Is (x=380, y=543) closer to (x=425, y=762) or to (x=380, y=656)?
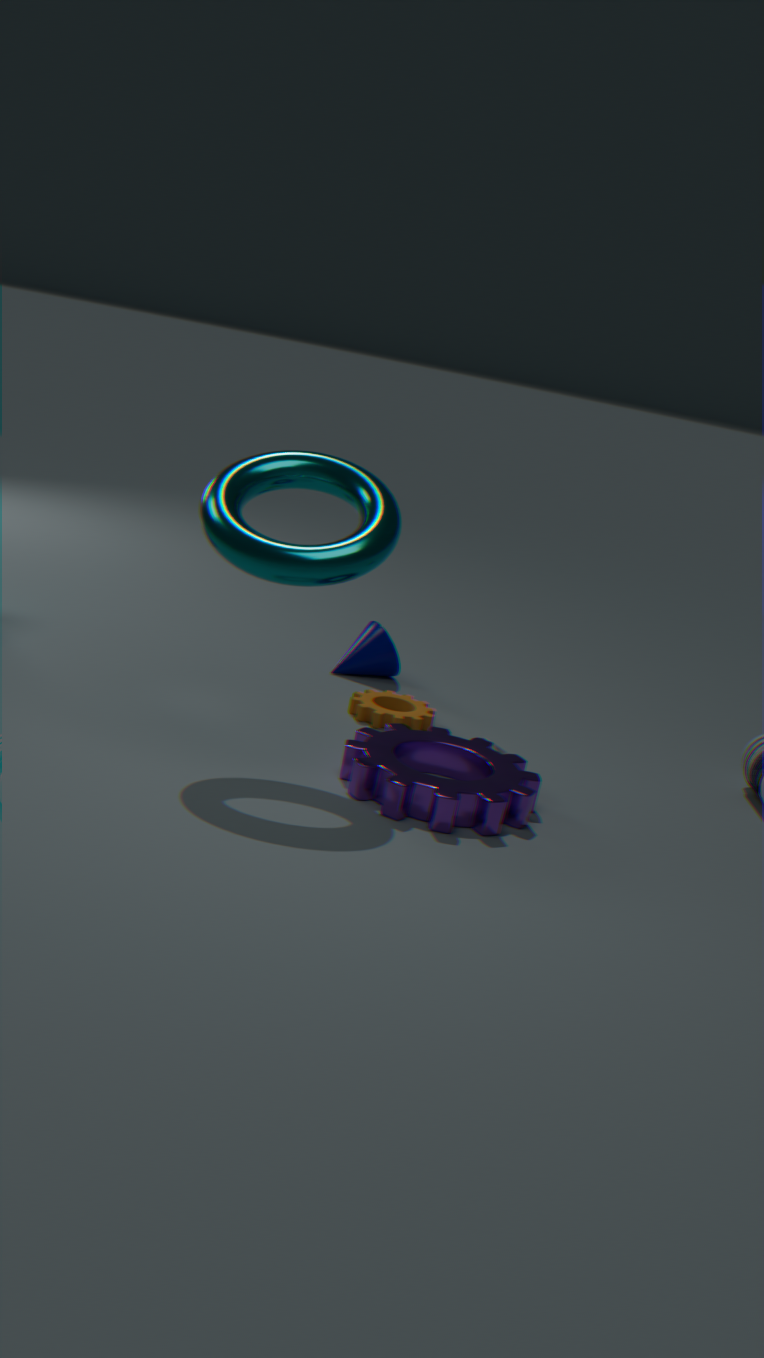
(x=425, y=762)
